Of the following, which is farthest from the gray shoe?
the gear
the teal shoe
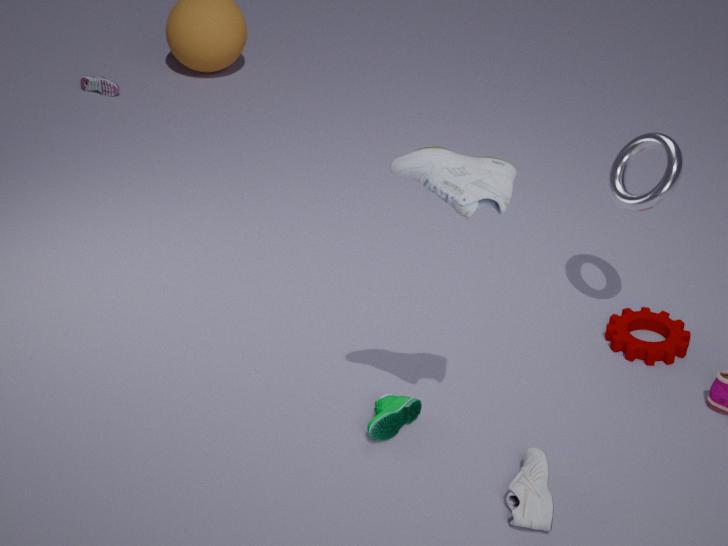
the gear
